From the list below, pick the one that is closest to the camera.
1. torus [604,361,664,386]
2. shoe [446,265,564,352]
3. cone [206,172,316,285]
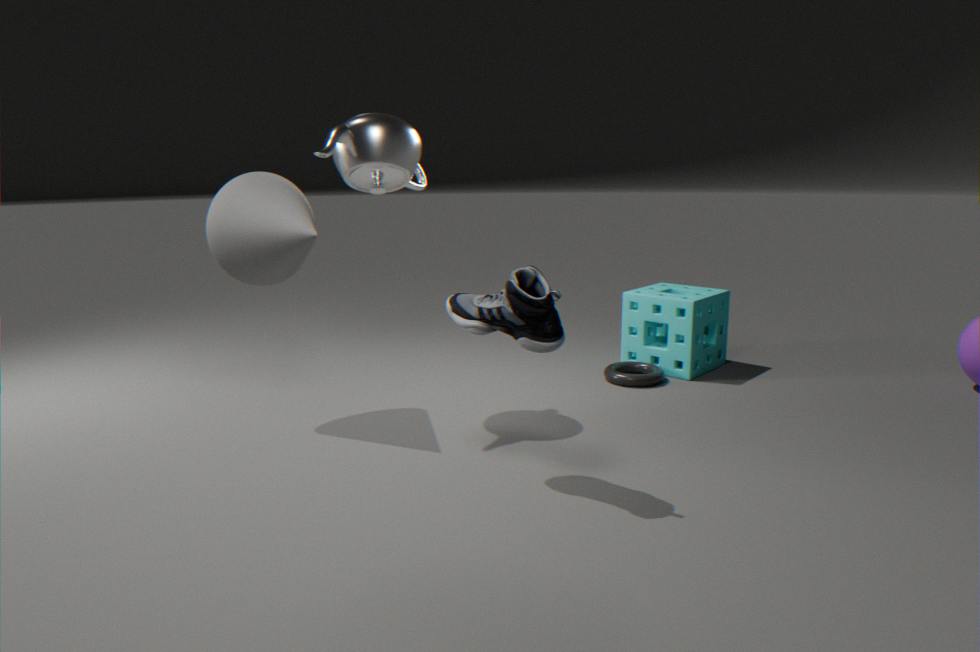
shoe [446,265,564,352]
